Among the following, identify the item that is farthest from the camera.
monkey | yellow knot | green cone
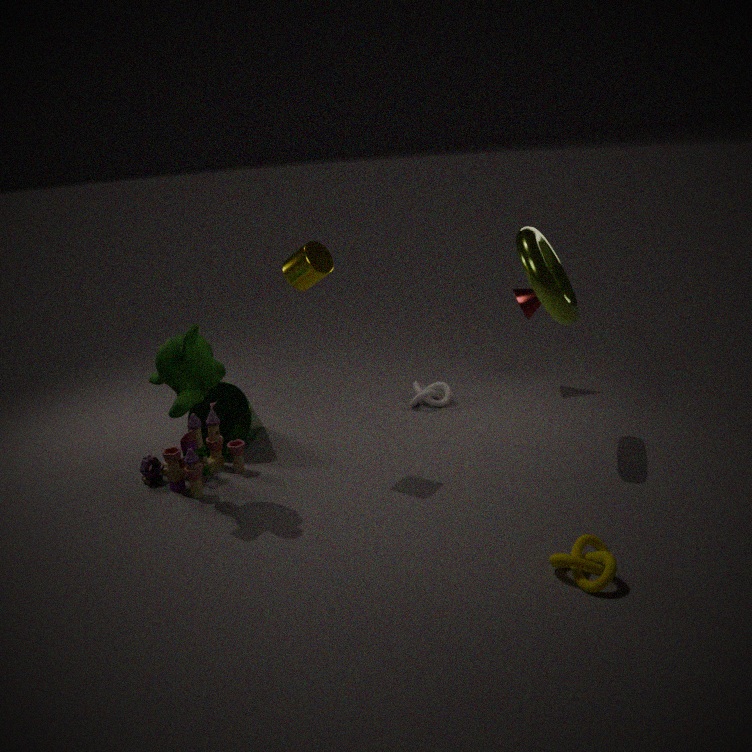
green cone
